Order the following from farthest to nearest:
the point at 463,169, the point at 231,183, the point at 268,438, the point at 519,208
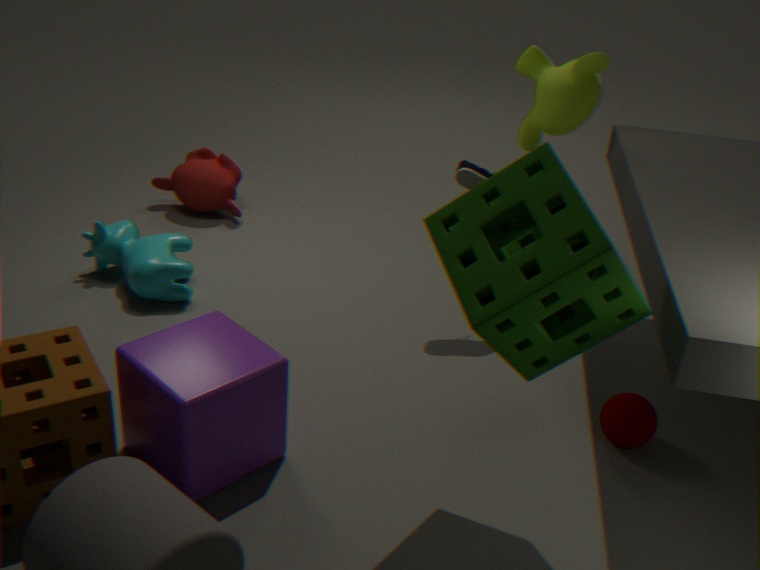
the point at 231,183 < the point at 463,169 < the point at 268,438 < the point at 519,208
